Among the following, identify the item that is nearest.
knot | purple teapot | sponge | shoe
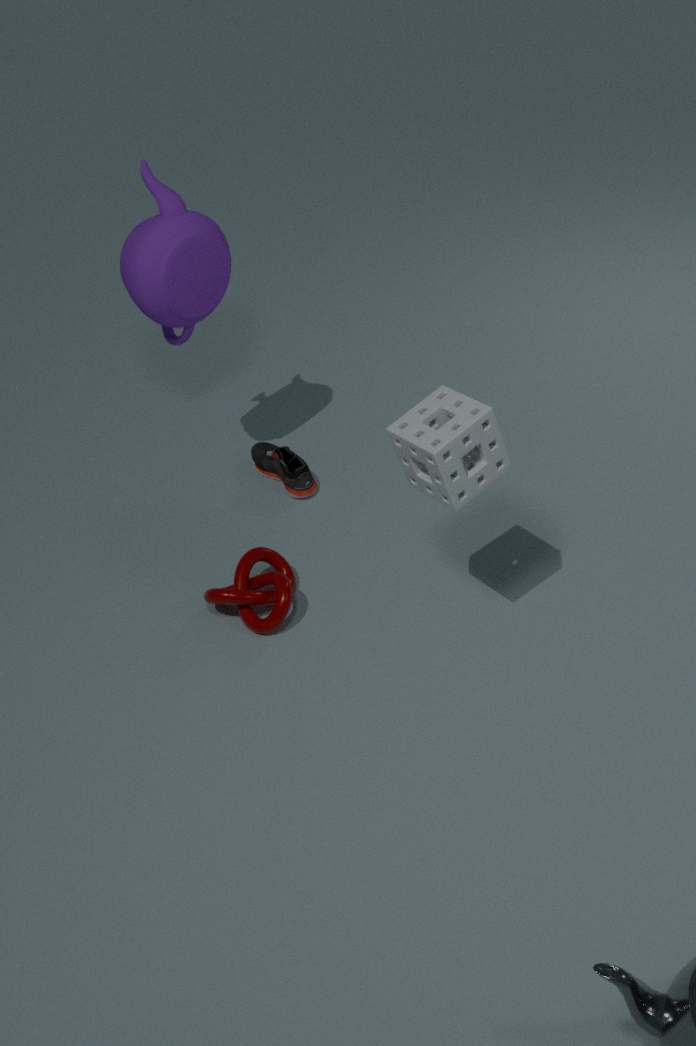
sponge
